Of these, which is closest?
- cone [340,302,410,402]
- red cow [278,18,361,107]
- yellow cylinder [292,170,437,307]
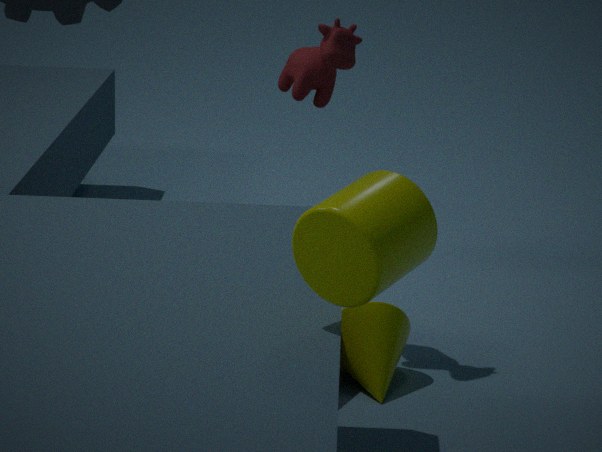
yellow cylinder [292,170,437,307]
